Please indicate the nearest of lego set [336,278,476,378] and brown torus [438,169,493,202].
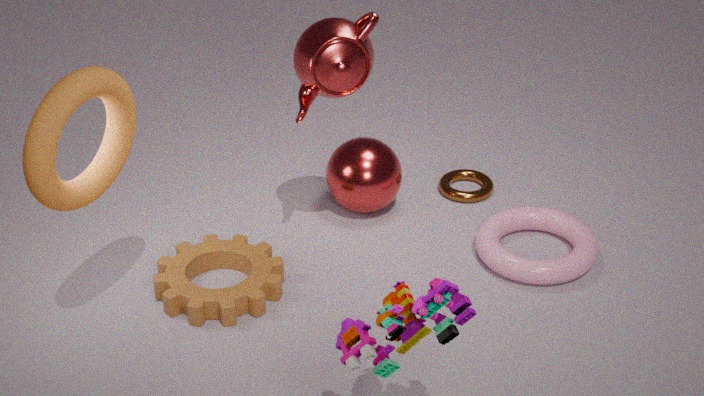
lego set [336,278,476,378]
